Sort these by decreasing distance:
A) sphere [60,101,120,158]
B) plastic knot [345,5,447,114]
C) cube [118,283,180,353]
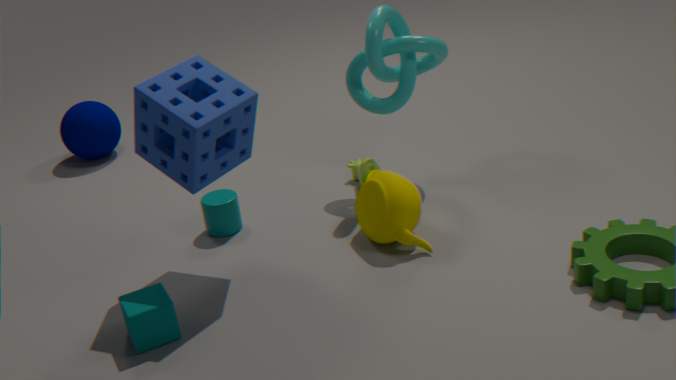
sphere [60,101,120,158], plastic knot [345,5,447,114], cube [118,283,180,353]
